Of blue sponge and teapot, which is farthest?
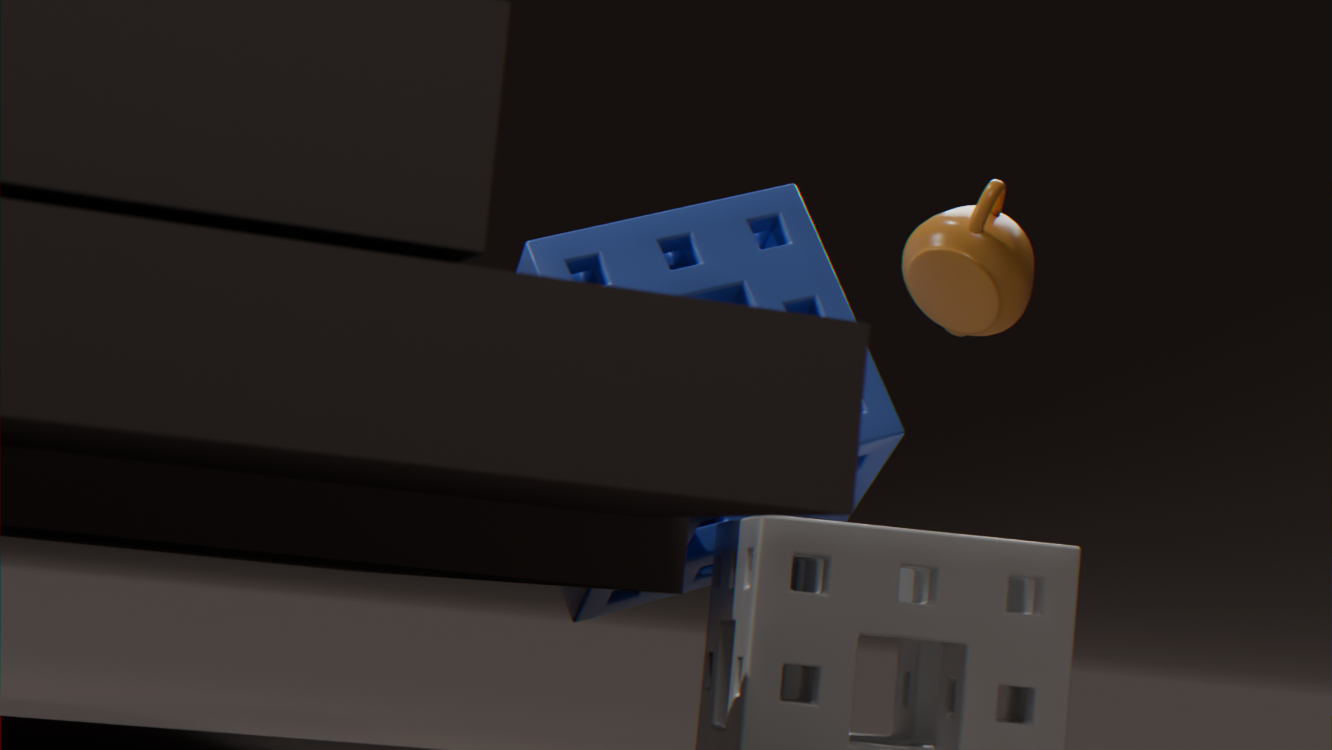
teapot
